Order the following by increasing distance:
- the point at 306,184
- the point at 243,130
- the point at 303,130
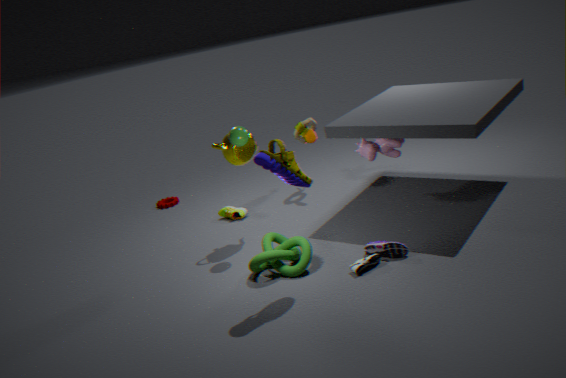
the point at 306,184
the point at 243,130
the point at 303,130
